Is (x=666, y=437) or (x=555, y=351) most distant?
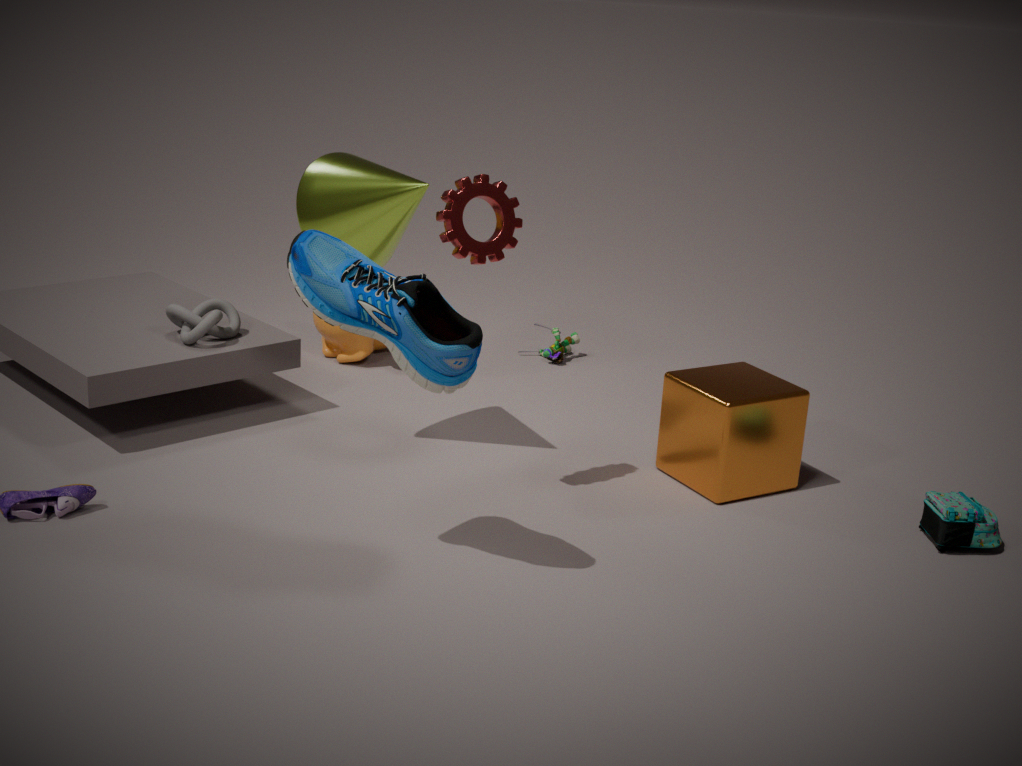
(x=555, y=351)
